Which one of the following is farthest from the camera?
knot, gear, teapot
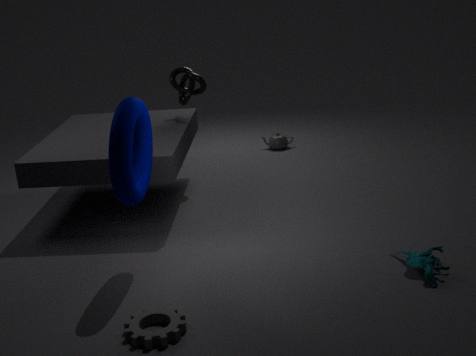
teapot
